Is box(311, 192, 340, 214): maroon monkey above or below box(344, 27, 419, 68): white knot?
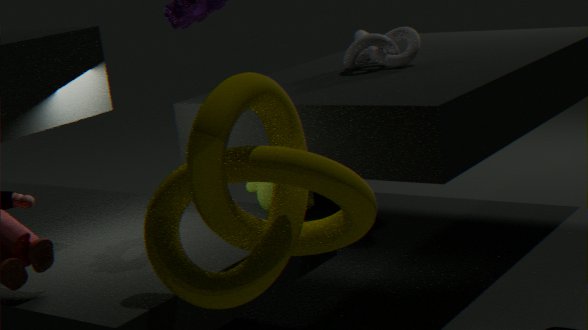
below
